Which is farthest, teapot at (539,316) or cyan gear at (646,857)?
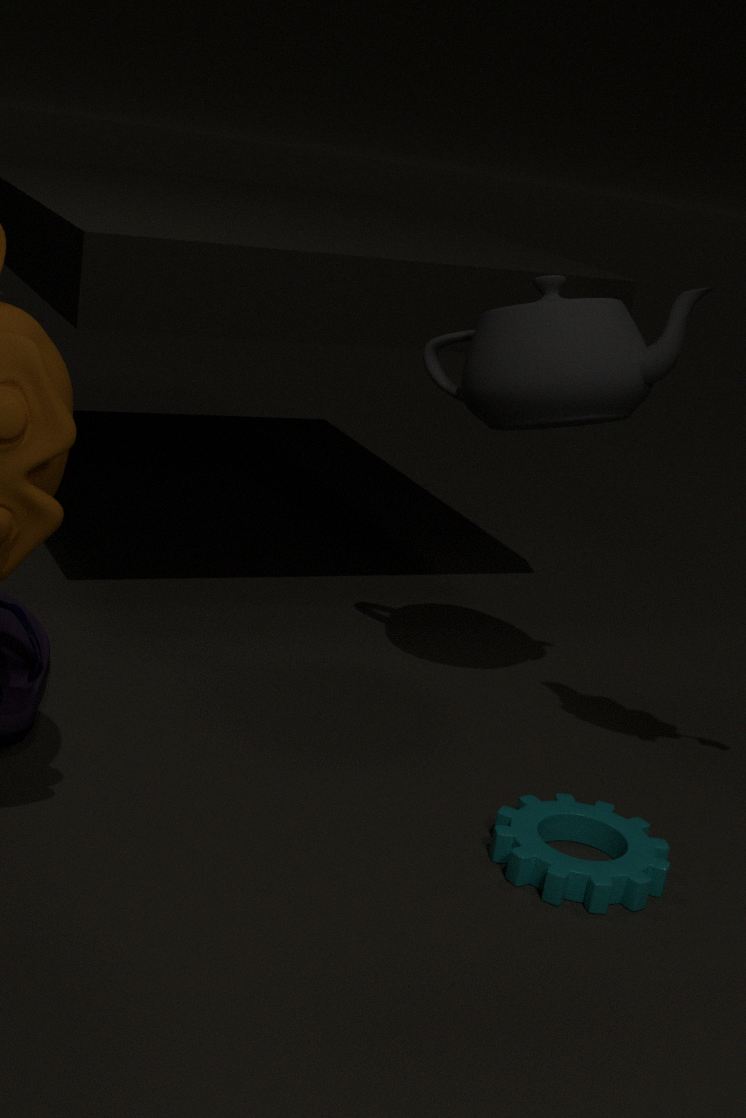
teapot at (539,316)
